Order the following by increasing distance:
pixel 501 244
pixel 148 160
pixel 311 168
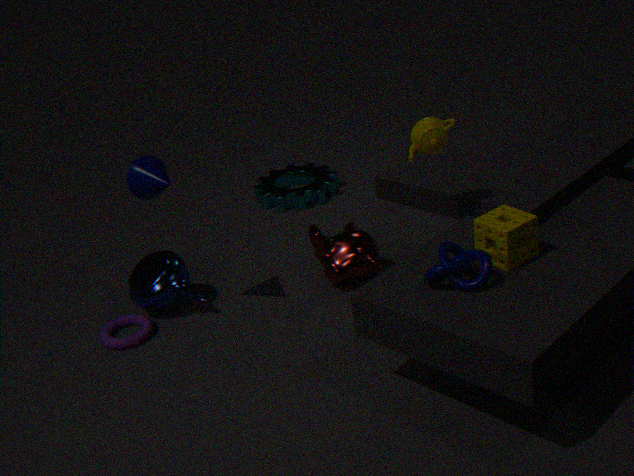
1. pixel 501 244
2. pixel 148 160
3. pixel 311 168
